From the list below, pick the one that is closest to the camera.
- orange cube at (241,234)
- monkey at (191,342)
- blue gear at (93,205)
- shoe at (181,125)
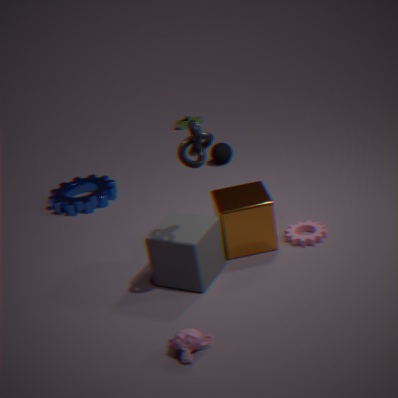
monkey at (191,342)
